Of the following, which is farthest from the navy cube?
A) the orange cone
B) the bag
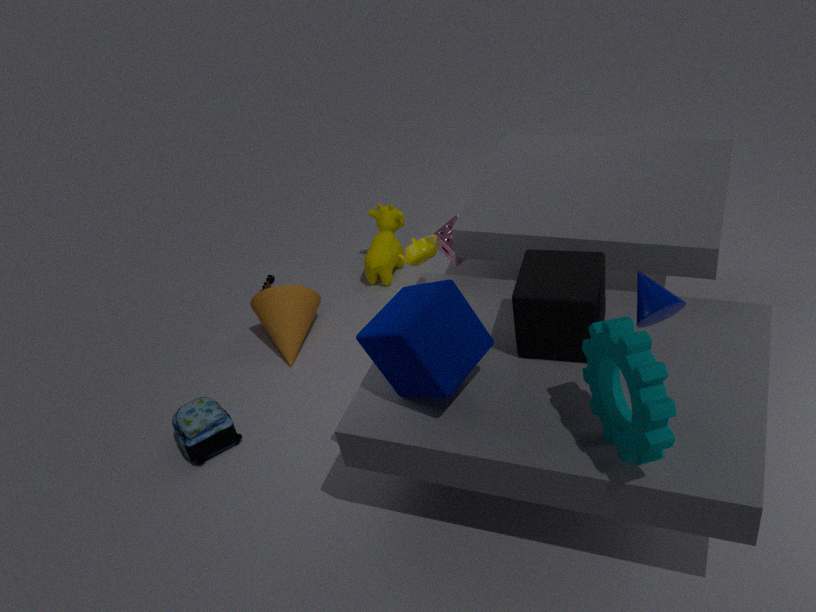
the orange cone
